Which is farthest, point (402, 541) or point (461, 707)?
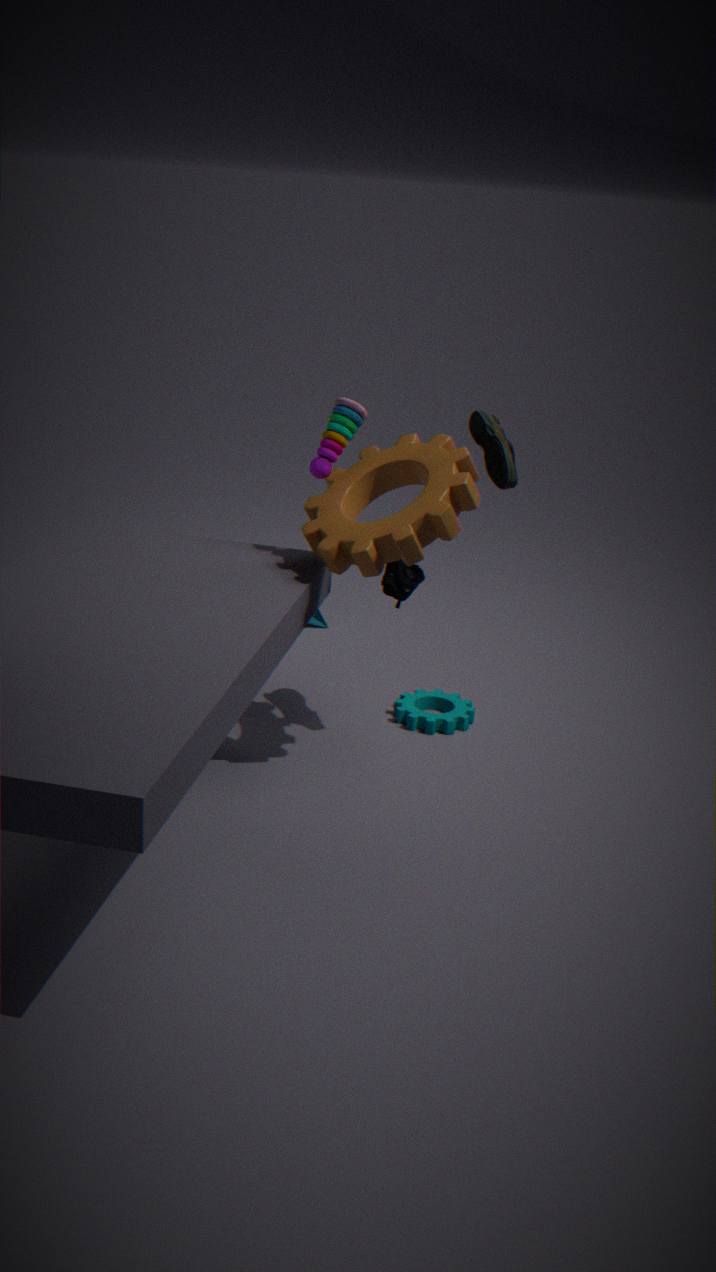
point (461, 707)
